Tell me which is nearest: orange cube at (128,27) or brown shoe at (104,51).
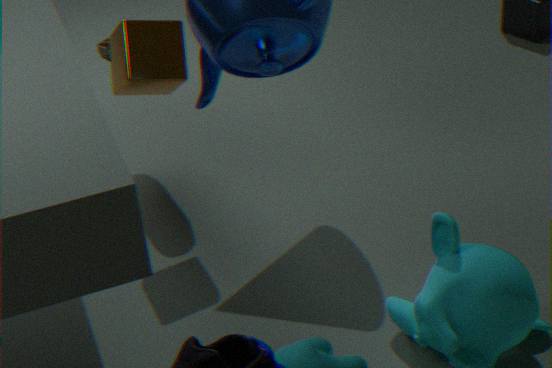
orange cube at (128,27)
